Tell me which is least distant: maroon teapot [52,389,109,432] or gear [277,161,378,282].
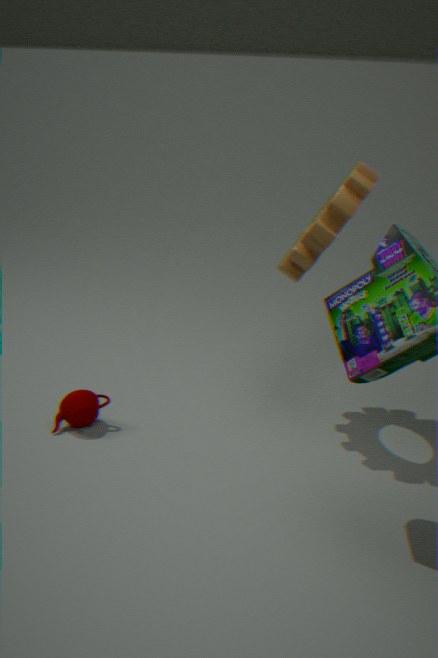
gear [277,161,378,282]
